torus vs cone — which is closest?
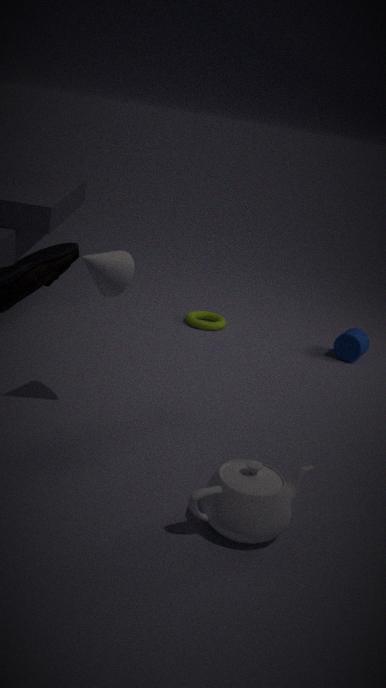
cone
